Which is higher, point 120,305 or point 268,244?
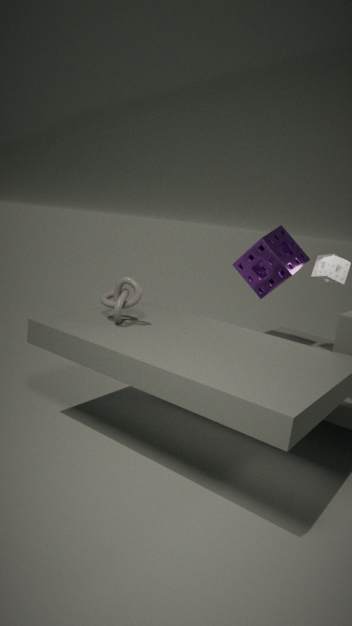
point 268,244
